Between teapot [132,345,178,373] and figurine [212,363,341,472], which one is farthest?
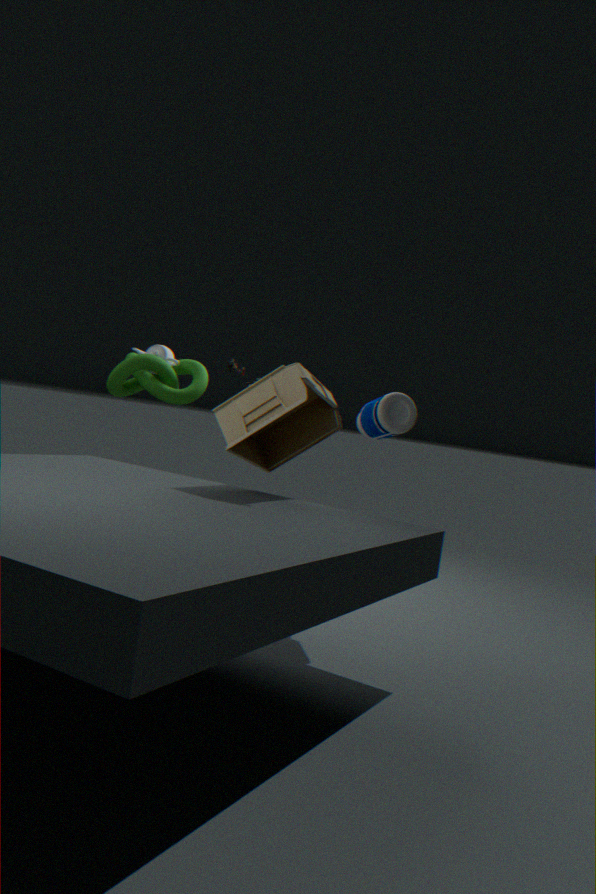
teapot [132,345,178,373]
